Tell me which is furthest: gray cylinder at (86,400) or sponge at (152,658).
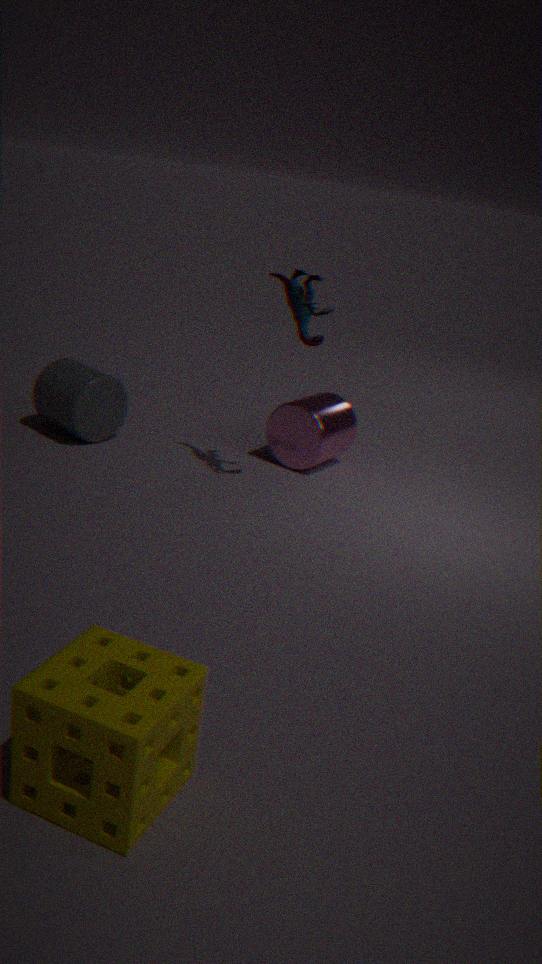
gray cylinder at (86,400)
